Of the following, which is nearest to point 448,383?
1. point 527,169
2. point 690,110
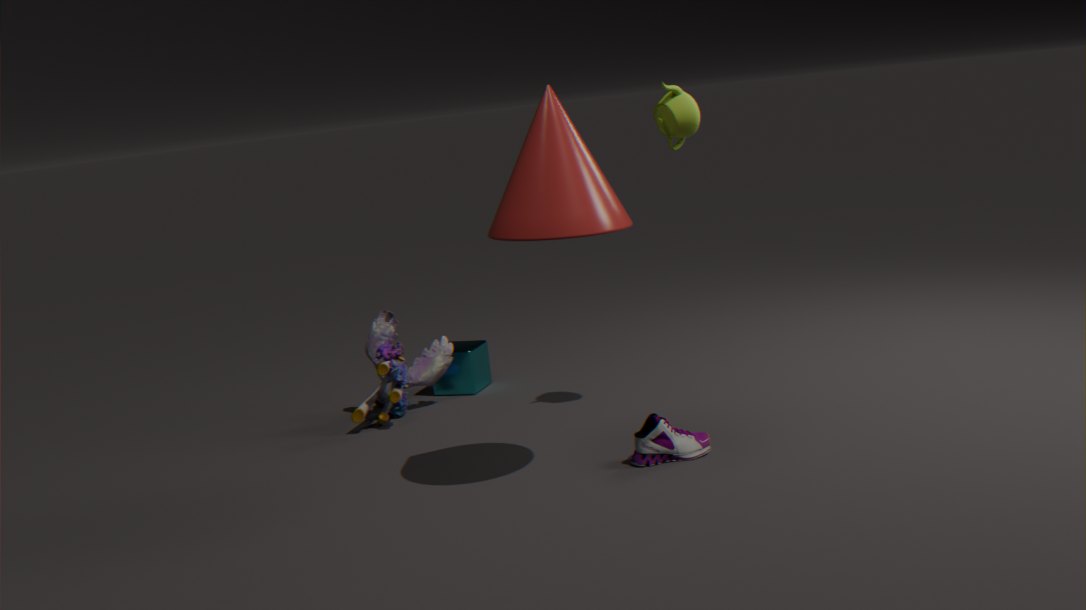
point 690,110
